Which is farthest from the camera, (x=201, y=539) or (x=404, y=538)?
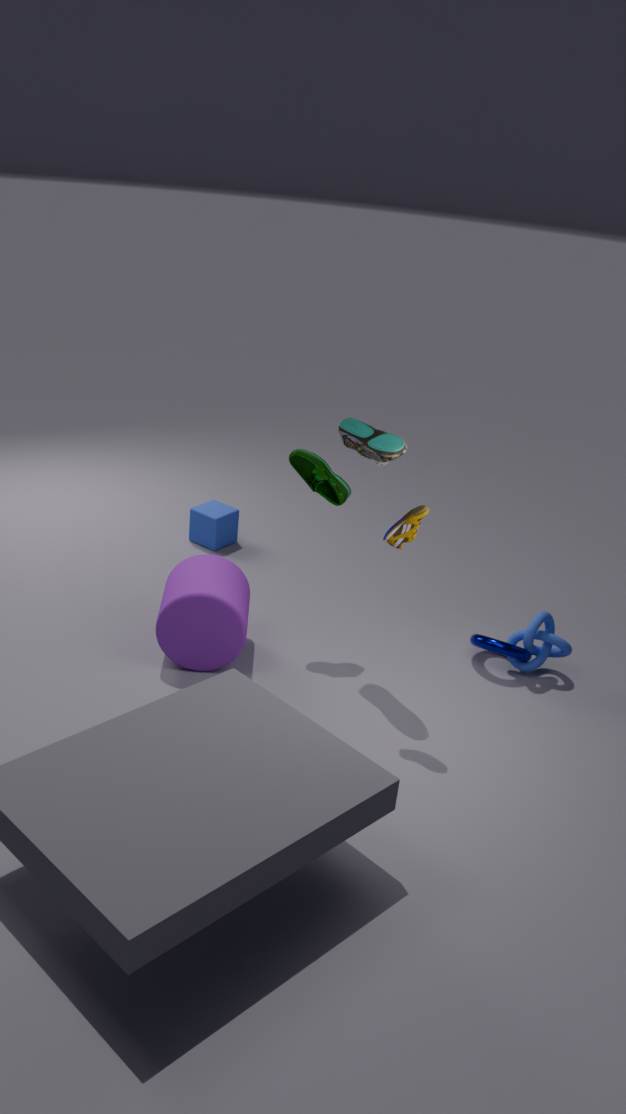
(x=201, y=539)
